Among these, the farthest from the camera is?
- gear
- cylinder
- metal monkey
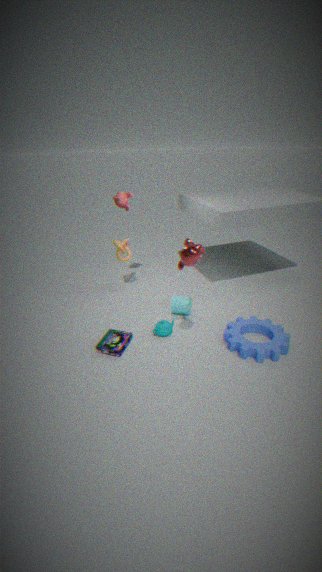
cylinder
